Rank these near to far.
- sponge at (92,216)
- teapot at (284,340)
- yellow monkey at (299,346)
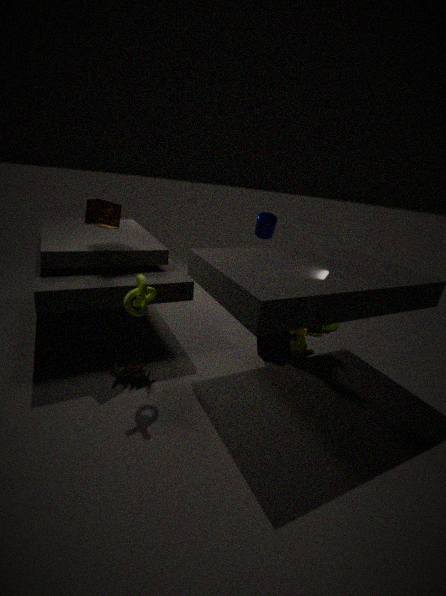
teapot at (284,340)
sponge at (92,216)
yellow monkey at (299,346)
